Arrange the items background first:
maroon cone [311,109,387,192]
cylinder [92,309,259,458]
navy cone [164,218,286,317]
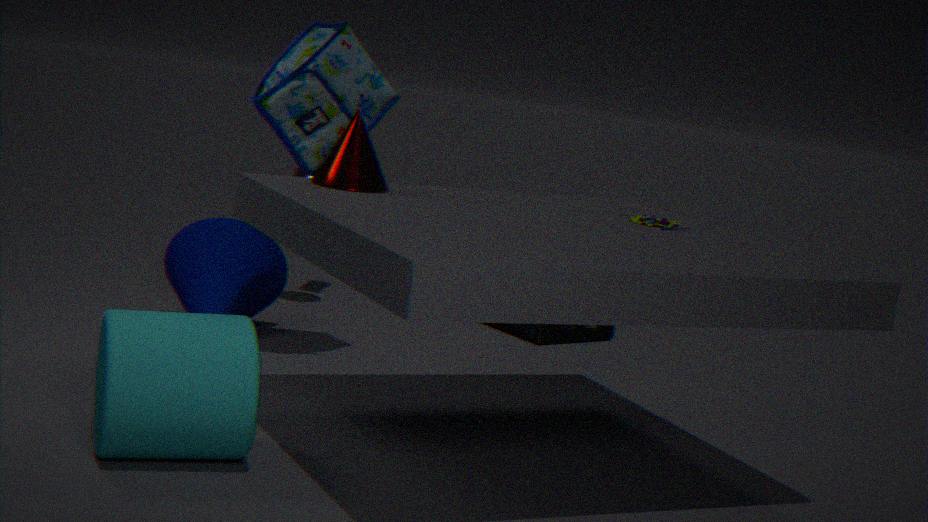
navy cone [164,218,286,317] < maroon cone [311,109,387,192] < cylinder [92,309,259,458]
